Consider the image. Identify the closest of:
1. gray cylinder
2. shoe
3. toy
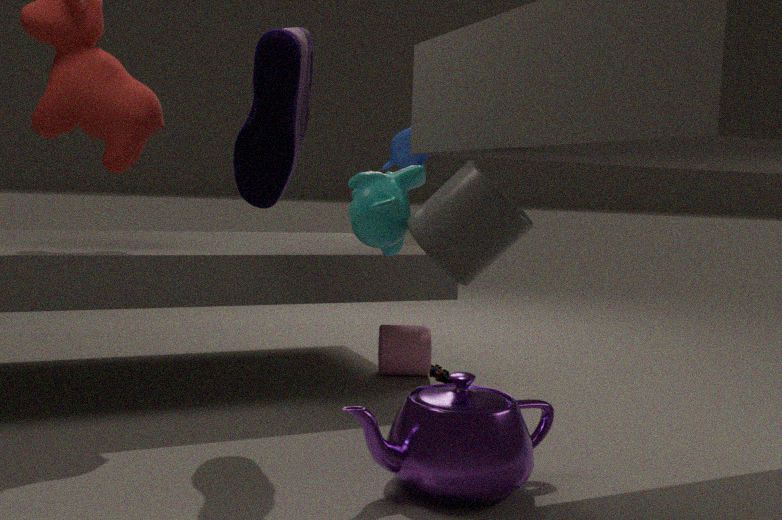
gray cylinder
